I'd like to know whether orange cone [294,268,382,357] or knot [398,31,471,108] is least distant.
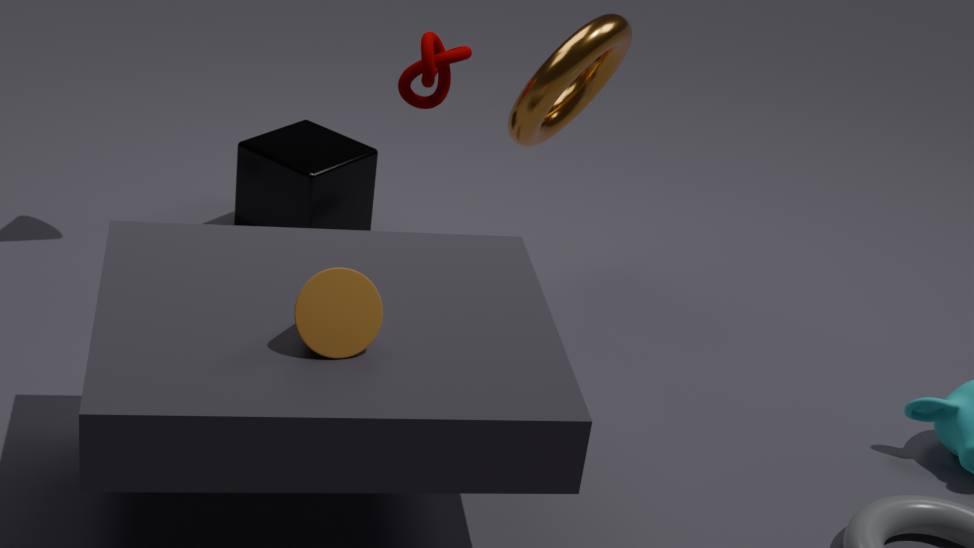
orange cone [294,268,382,357]
